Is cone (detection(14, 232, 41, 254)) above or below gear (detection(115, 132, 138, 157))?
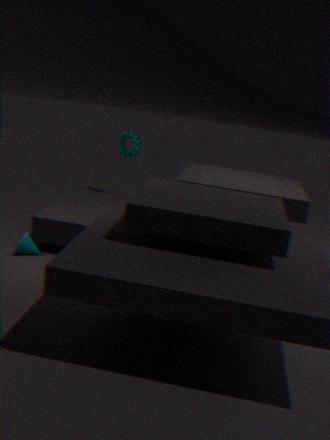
below
